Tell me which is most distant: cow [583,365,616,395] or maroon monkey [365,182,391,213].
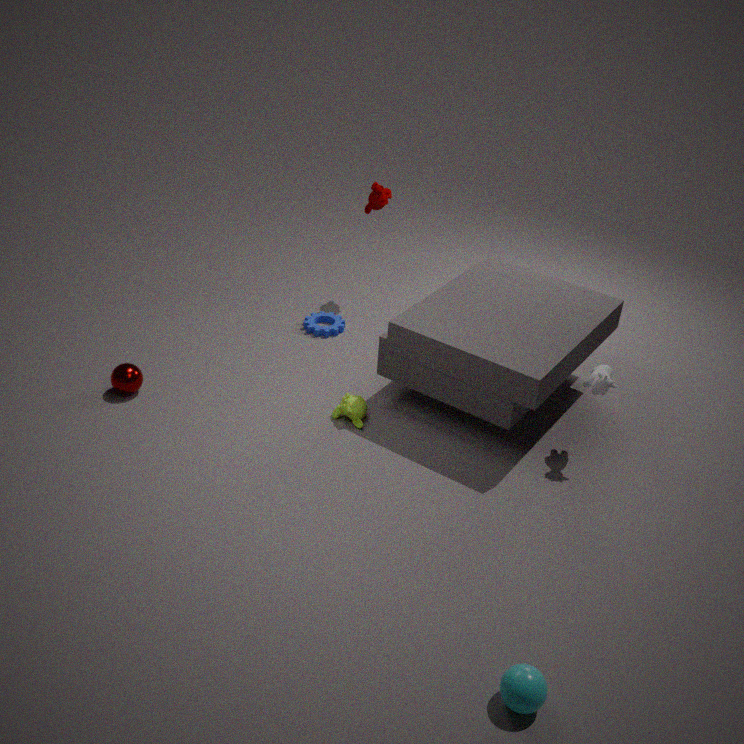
maroon monkey [365,182,391,213]
